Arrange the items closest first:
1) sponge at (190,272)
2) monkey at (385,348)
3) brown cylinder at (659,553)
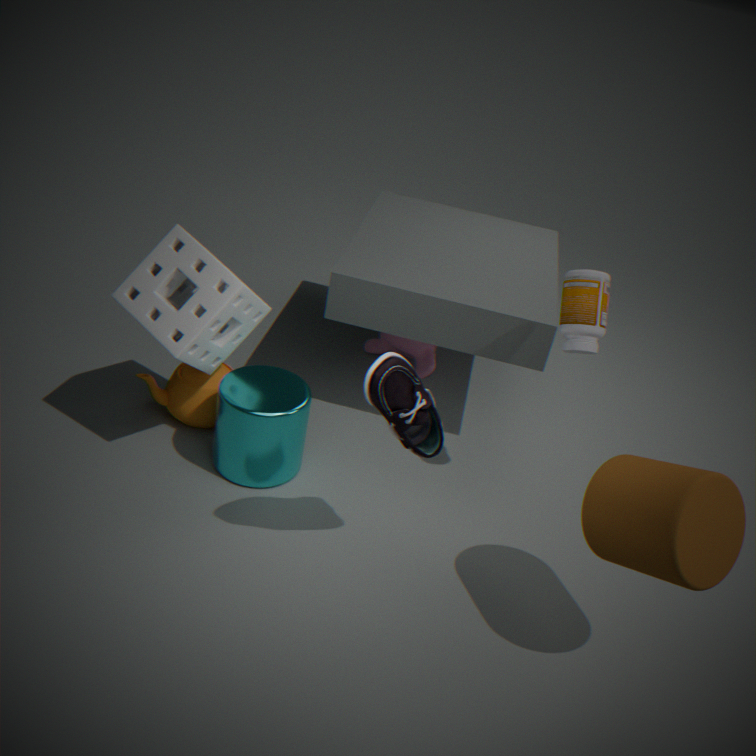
3. brown cylinder at (659,553) → 1. sponge at (190,272) → 2. monkey at (385,348)
